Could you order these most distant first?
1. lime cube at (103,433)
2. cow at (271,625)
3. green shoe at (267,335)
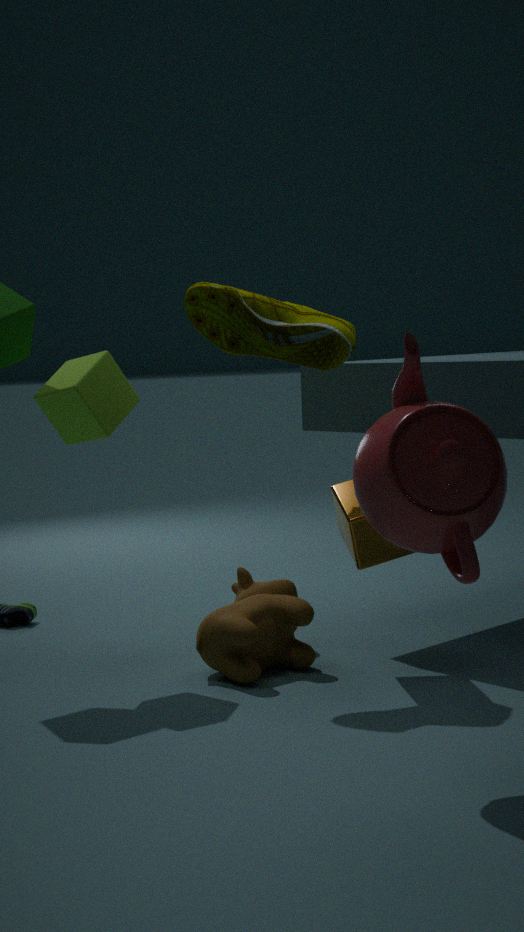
1. lime cube at (103,433)
2. green shoe at (267,335)
3. cow at (271,625)
